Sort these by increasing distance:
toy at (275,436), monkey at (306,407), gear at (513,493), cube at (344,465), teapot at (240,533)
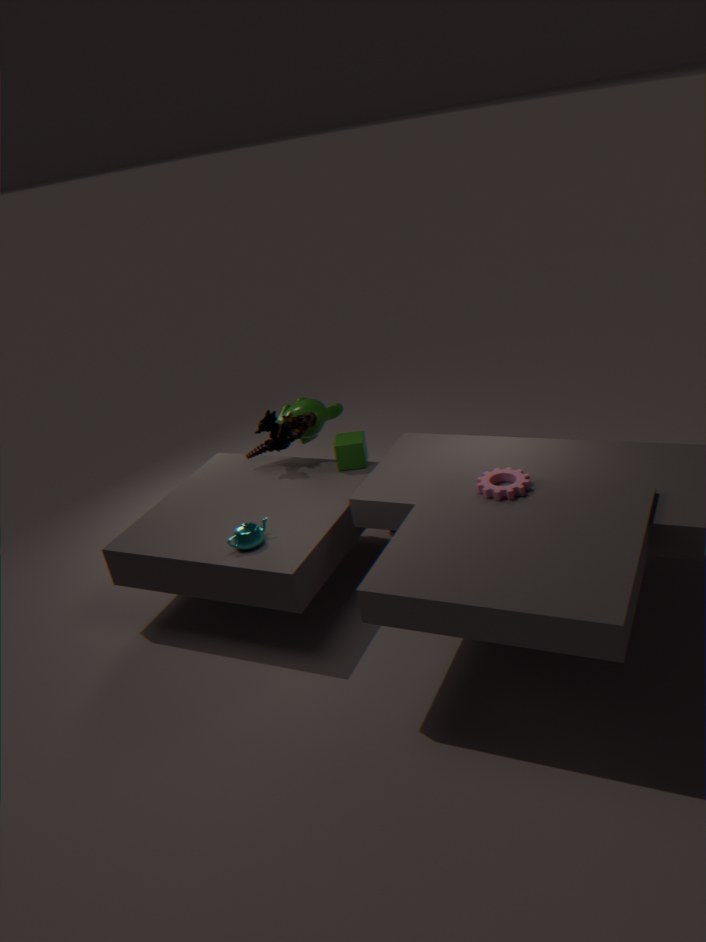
gear at (513,493), teapot at (240,533), cube at (344,465), toy at (275,436), monkey at (306,407)
